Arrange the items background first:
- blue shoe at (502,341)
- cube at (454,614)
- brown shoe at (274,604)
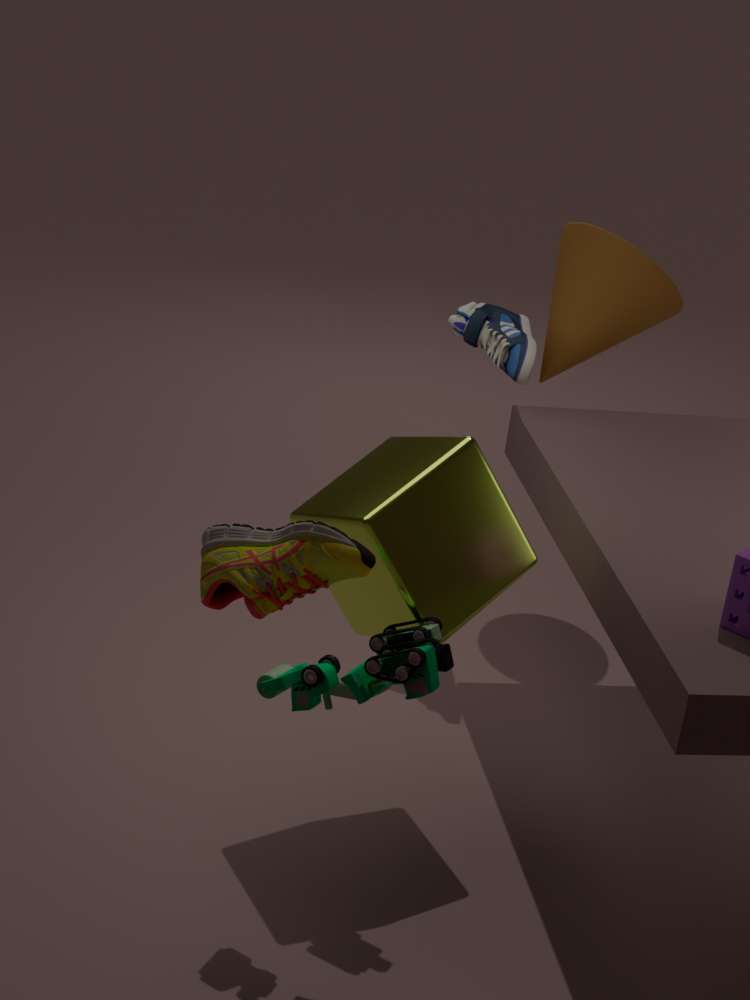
blue shoe at (502,341), cube at (454,614), brown shoe at (274,604)
